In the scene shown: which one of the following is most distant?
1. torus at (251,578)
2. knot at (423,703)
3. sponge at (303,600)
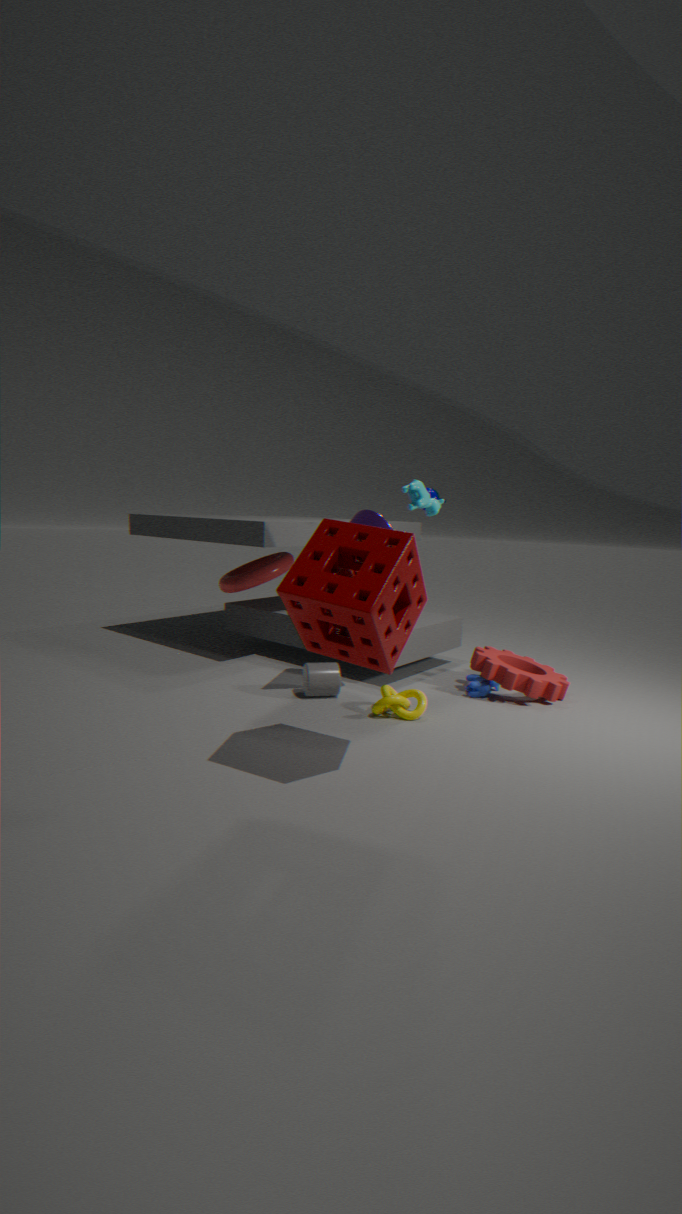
torus at (251,578)
